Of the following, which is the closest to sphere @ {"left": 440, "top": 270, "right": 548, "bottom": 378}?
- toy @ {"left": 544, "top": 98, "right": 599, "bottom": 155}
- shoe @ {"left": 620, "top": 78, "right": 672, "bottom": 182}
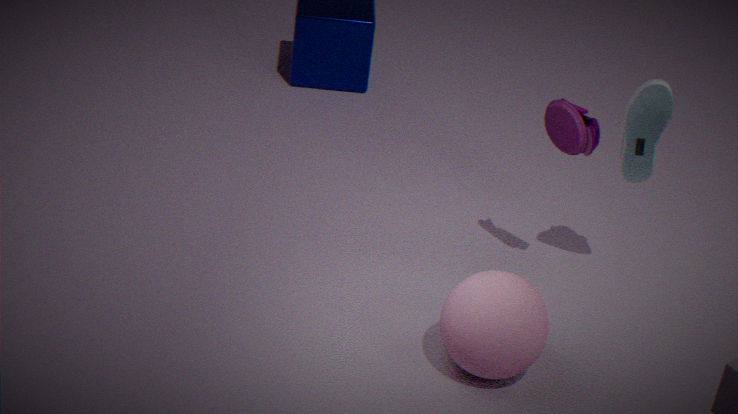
toy @ {"left": 544, "top": 98, "right": 599, "bottom": 155}
